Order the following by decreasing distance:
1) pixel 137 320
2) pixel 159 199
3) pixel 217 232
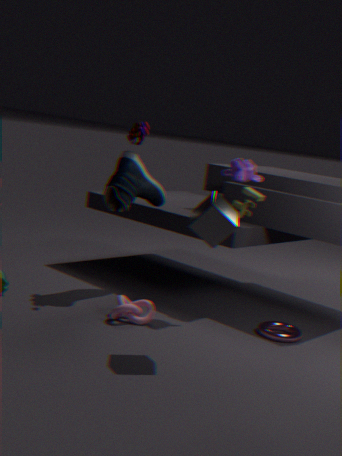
2. pixel 159 199, 1. pixel 137 320, 3. pixel 217 232
